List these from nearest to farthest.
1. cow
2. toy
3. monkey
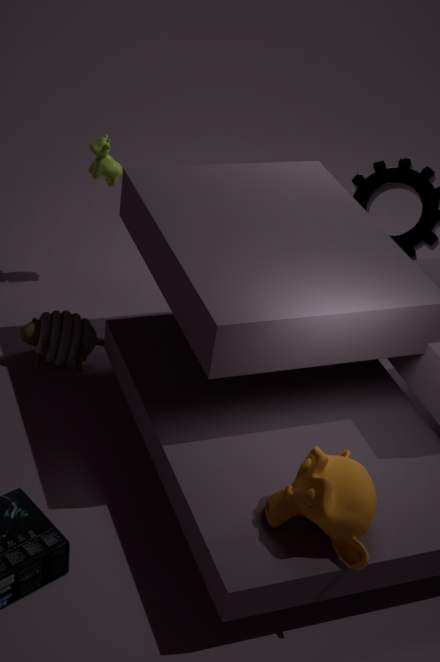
monkey, toy, cow
